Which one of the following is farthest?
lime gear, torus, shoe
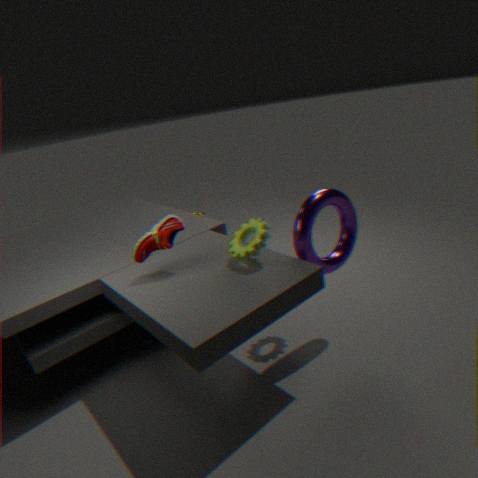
torus
